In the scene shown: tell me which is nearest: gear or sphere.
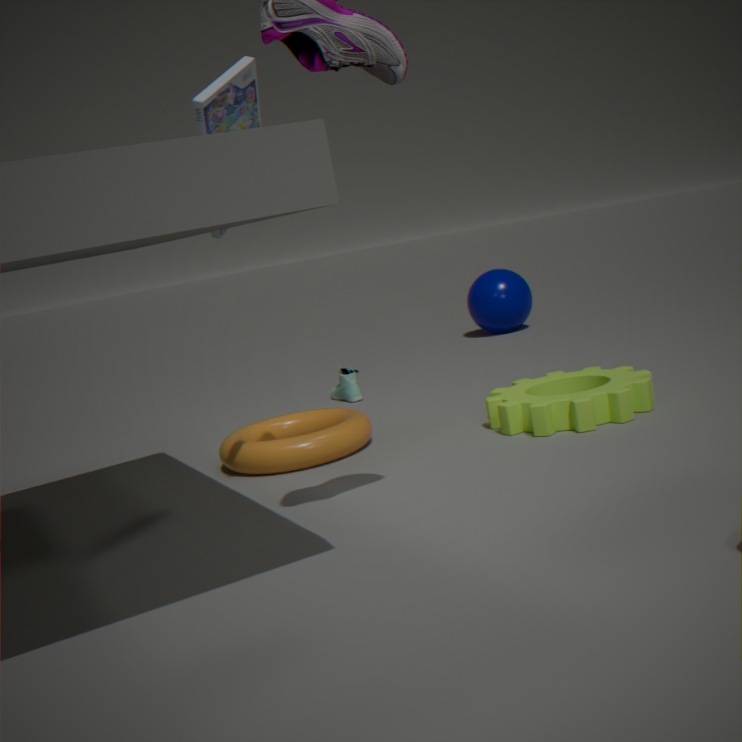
gear
